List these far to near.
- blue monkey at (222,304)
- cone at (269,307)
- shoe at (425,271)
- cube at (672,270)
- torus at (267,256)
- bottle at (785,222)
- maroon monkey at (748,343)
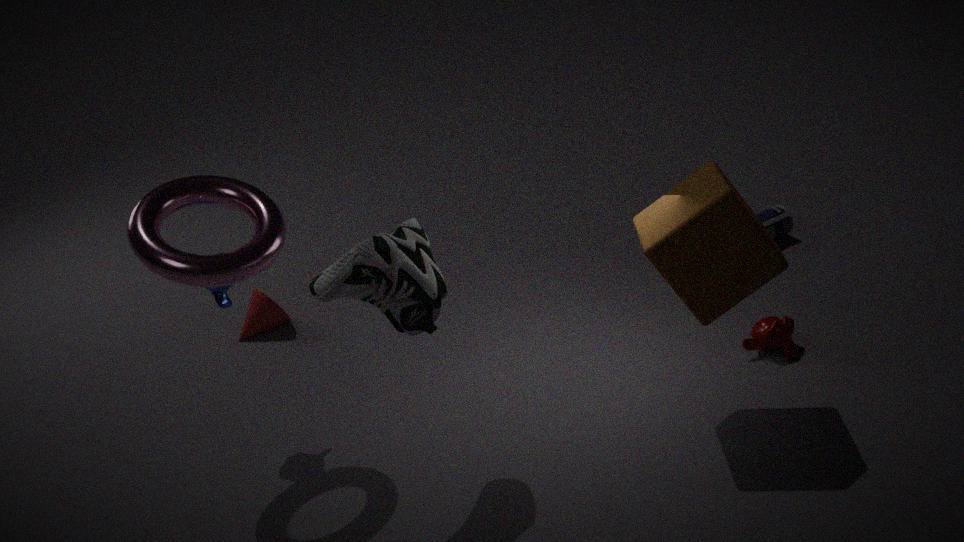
1. bottle at (785,222)
2. cone at (269,307)
3. maroon monkey at (748,343)
4. blue monkey at (222,304)
5. cube at (672,270)
6. torus at (267,256)
7. shoe at (425,271)
